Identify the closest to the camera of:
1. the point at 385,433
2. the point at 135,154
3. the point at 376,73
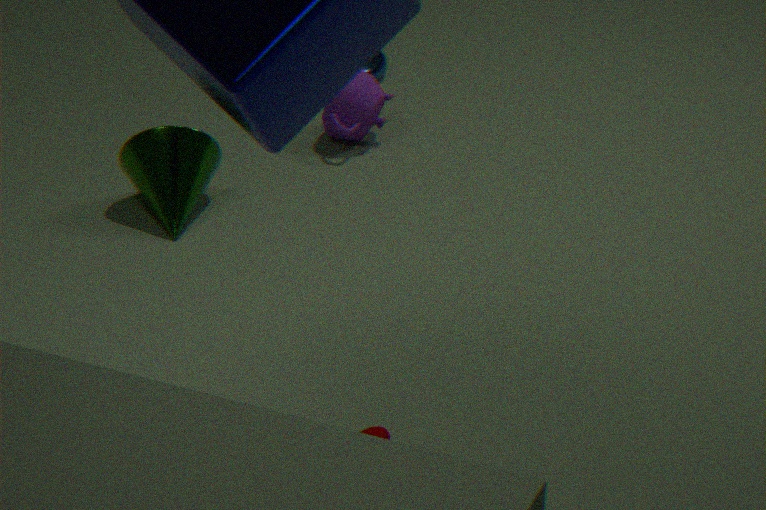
the point at 385,433
